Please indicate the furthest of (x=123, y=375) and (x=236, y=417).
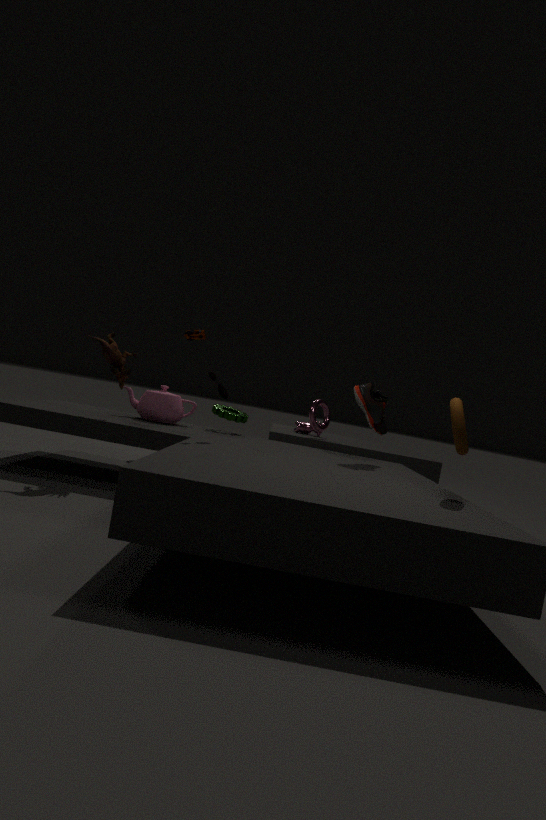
(x=236, y=417)
